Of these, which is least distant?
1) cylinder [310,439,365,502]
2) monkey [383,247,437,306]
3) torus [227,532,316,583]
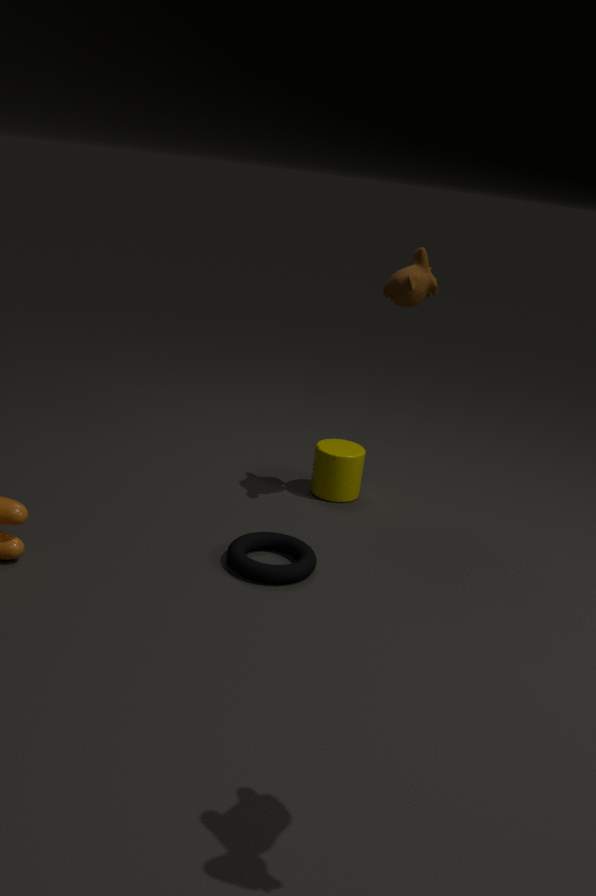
3. torus [227,532,316,583]
